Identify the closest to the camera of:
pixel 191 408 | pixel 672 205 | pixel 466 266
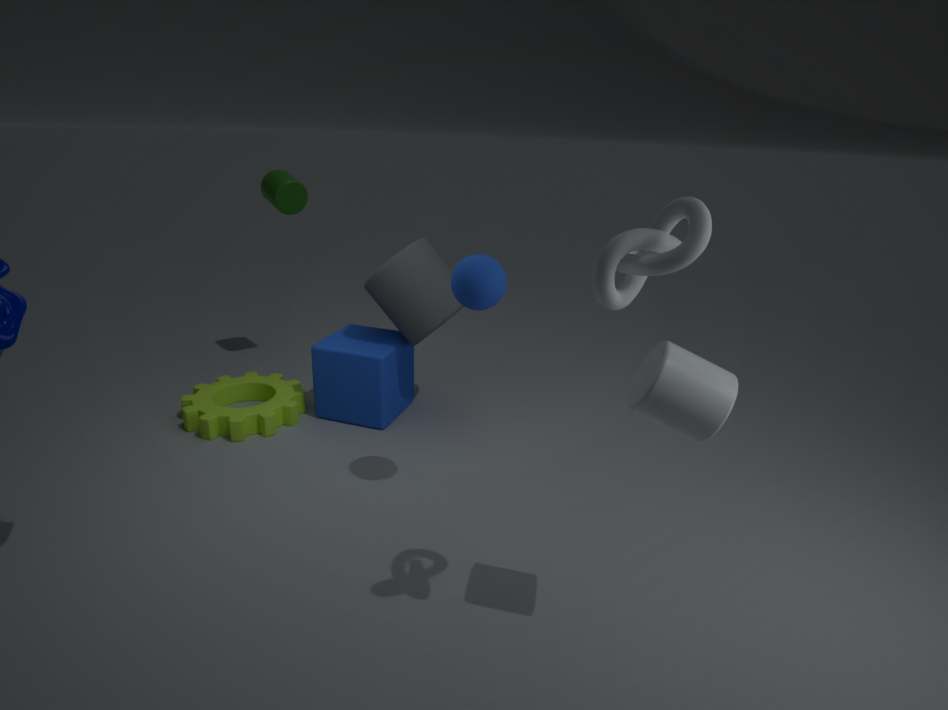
pixel 672 205
